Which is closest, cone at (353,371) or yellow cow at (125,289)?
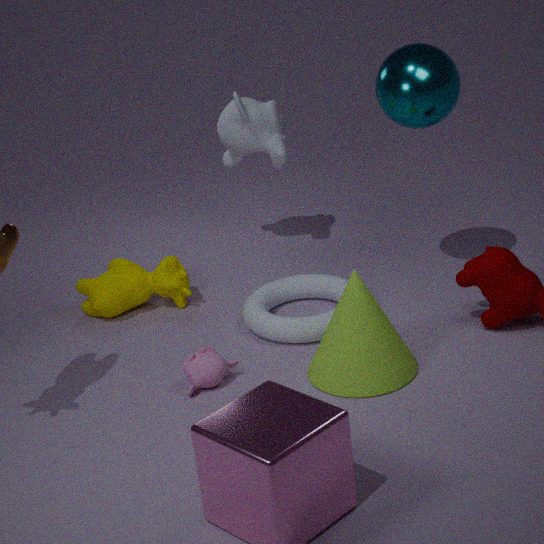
cone at (353,371)
